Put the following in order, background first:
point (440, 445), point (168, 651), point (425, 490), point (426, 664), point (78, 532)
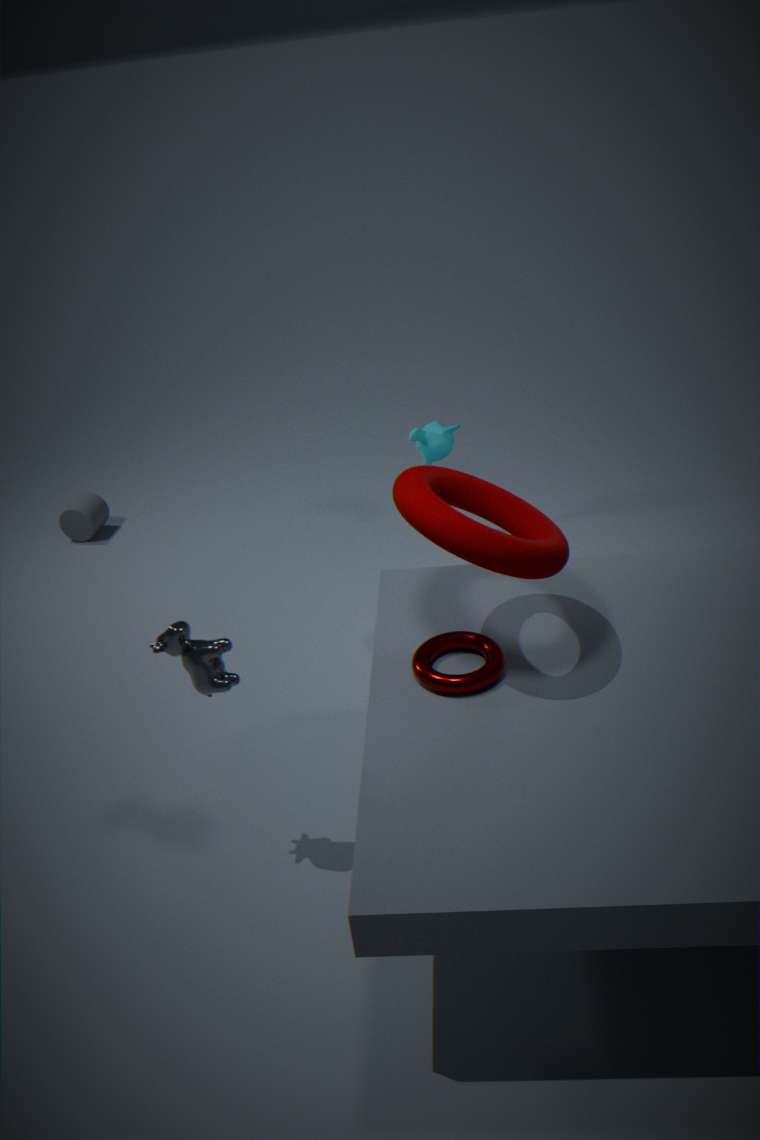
point (78, 532), point (440, 445), point (426, 664), point (168, 651), point (425, 490)
